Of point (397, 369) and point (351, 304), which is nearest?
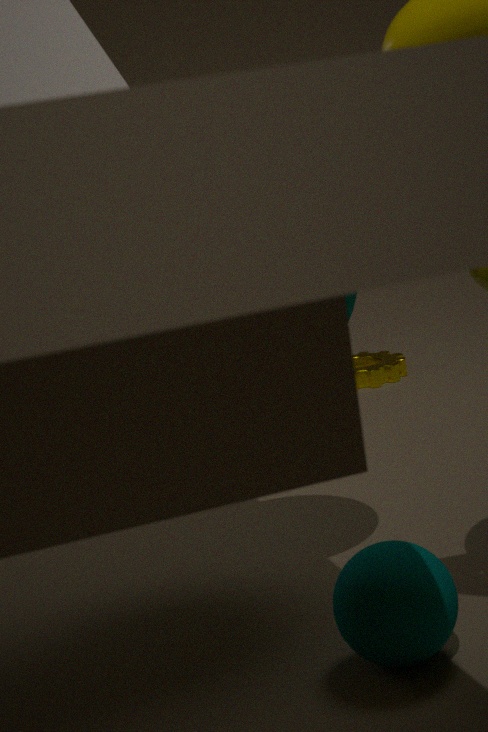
point (351, 304)
